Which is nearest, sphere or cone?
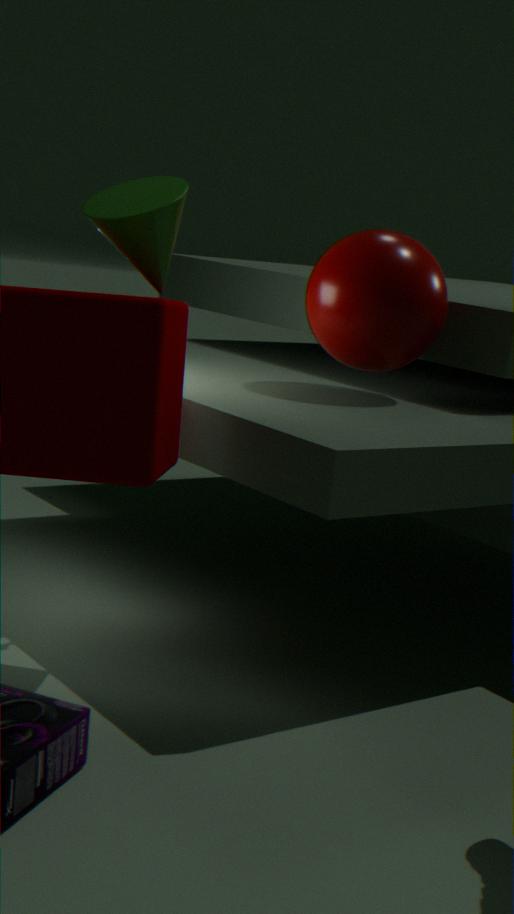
cone
